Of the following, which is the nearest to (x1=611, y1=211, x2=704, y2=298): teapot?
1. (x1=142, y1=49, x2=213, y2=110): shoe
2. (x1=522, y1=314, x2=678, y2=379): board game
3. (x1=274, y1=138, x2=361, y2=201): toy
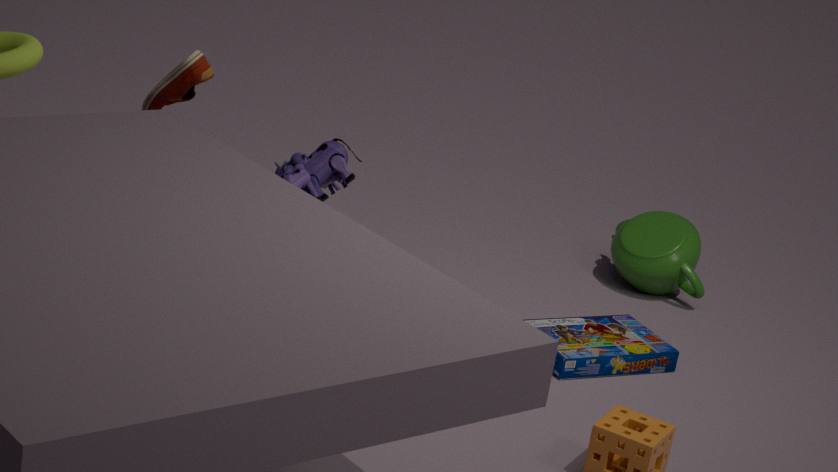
(x1=522, y1=314, x2=678, y2=379): board game
